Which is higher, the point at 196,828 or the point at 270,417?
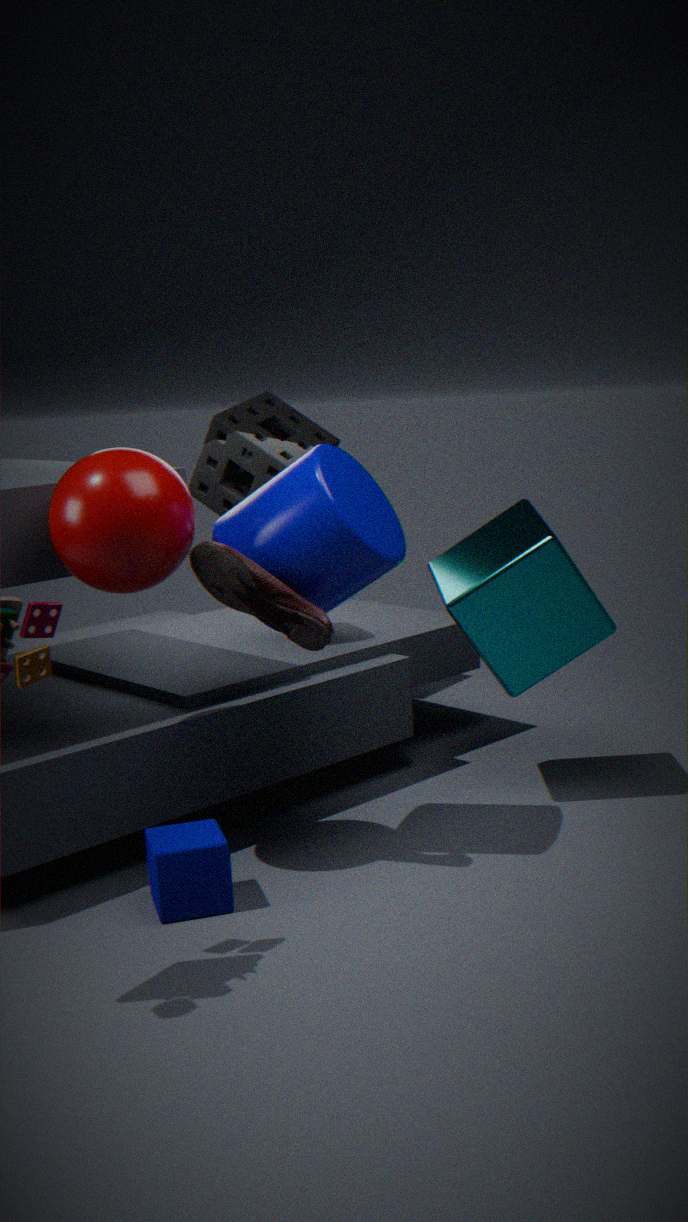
the point at 270,417
